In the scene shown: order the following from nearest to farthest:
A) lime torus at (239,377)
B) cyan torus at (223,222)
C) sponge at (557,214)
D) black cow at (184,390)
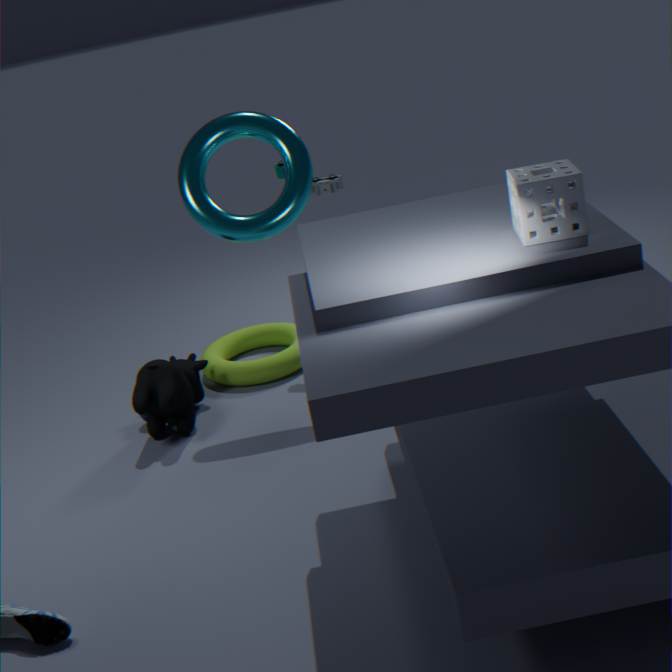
sponge at (557,214), cyan torus at (223,222), black cow at (184,390), lime torus at (239,377)
